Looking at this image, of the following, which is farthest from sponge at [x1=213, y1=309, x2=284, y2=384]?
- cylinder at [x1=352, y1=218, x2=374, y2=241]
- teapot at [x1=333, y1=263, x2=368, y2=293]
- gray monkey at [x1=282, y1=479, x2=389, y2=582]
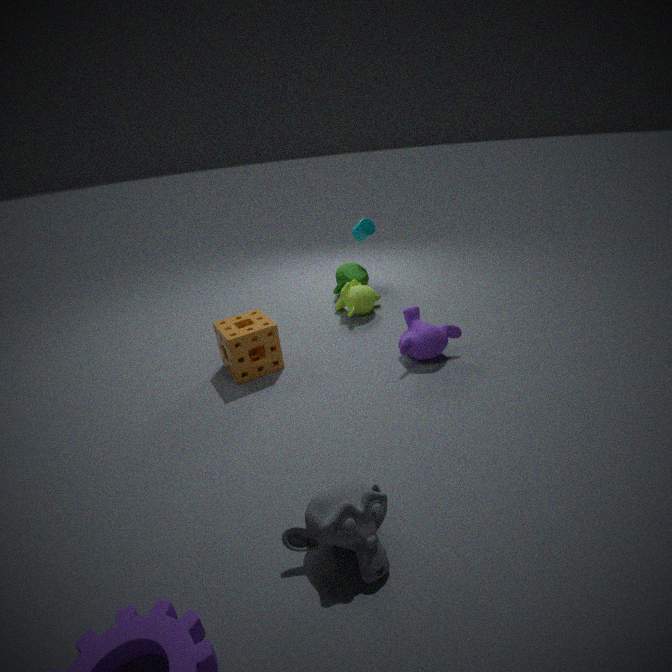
cylinder at [x1=352, y1=218, x2=374, y2=241]
